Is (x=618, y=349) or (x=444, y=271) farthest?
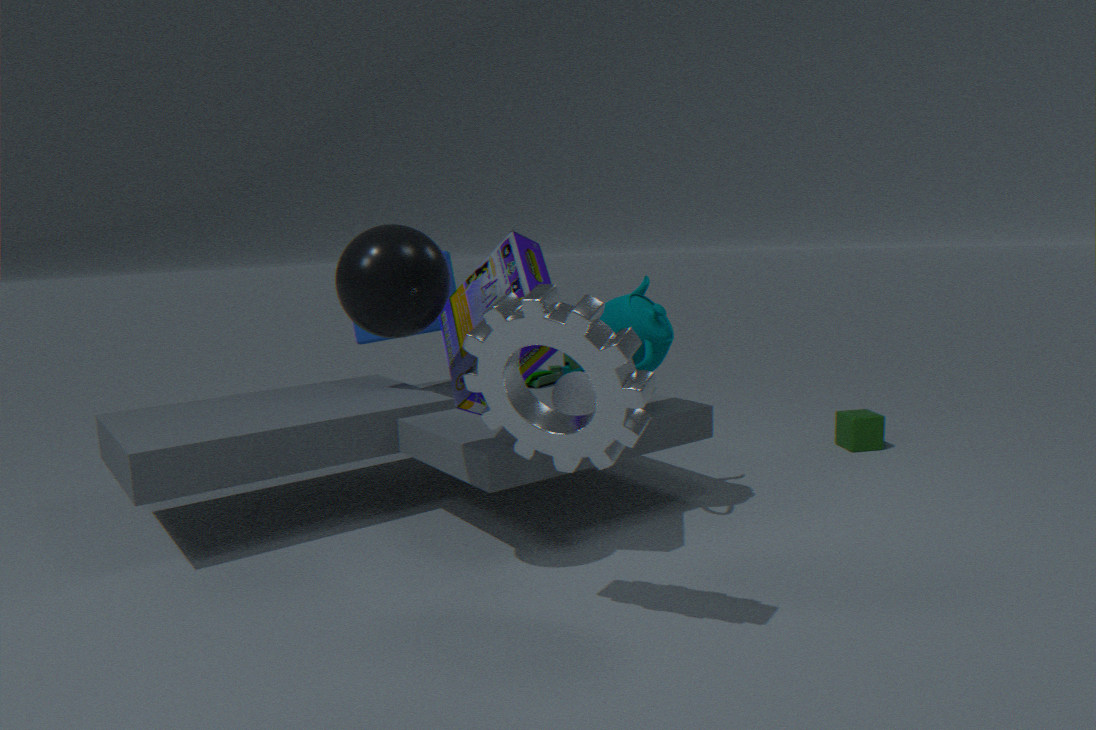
(x=444, y=271)
